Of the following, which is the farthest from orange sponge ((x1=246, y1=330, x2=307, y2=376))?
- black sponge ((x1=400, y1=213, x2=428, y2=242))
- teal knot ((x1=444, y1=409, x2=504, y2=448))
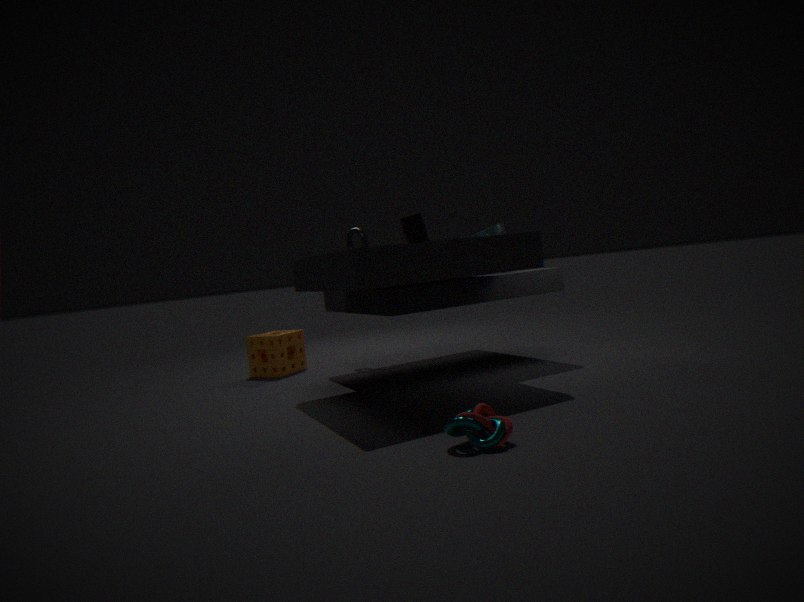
teal knot ((x1=444, y1=409, x2=504, y2=448))
